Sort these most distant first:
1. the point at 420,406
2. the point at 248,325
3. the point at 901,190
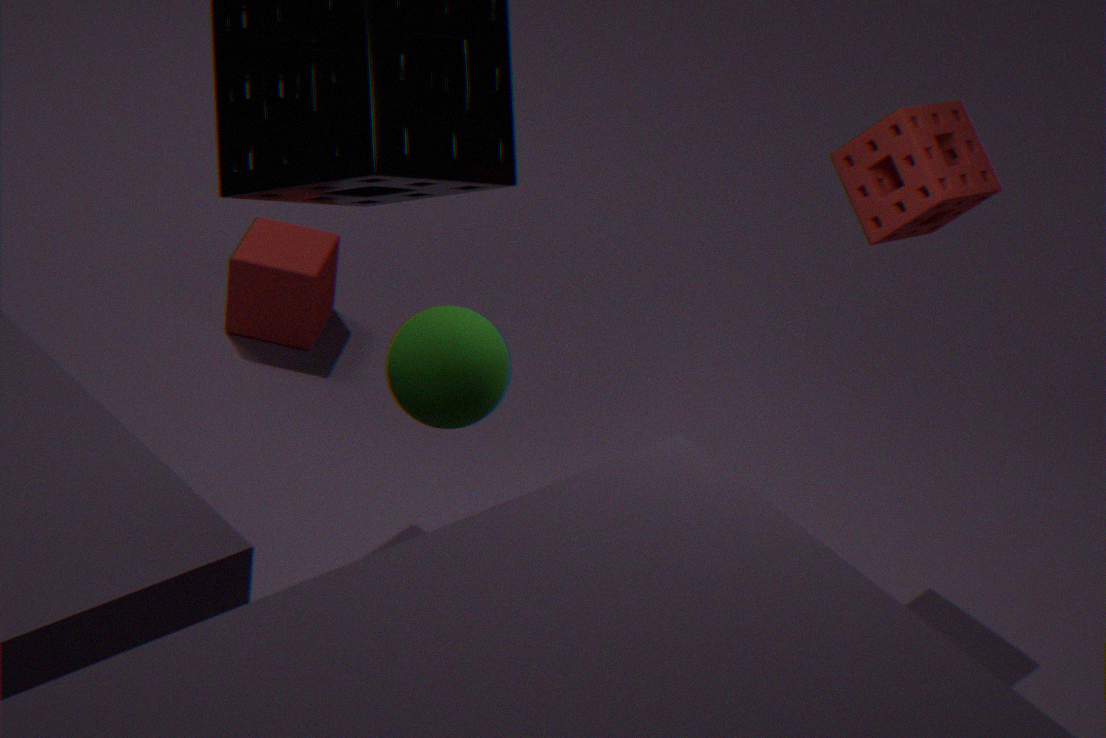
the point at 248,325 < the point at 901,190 < the point at 420,406
